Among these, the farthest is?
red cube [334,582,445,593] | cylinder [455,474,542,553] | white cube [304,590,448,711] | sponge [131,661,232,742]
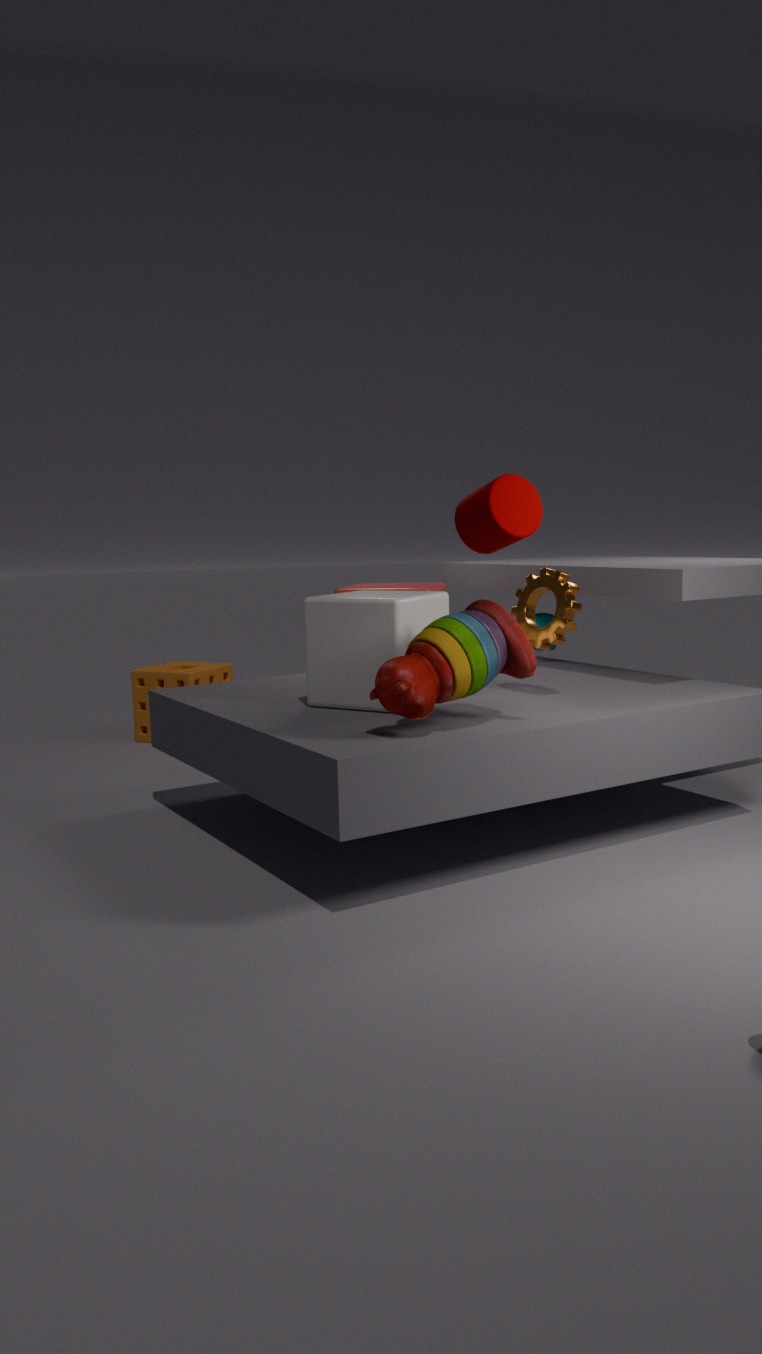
sponge [131,661,232,742]
